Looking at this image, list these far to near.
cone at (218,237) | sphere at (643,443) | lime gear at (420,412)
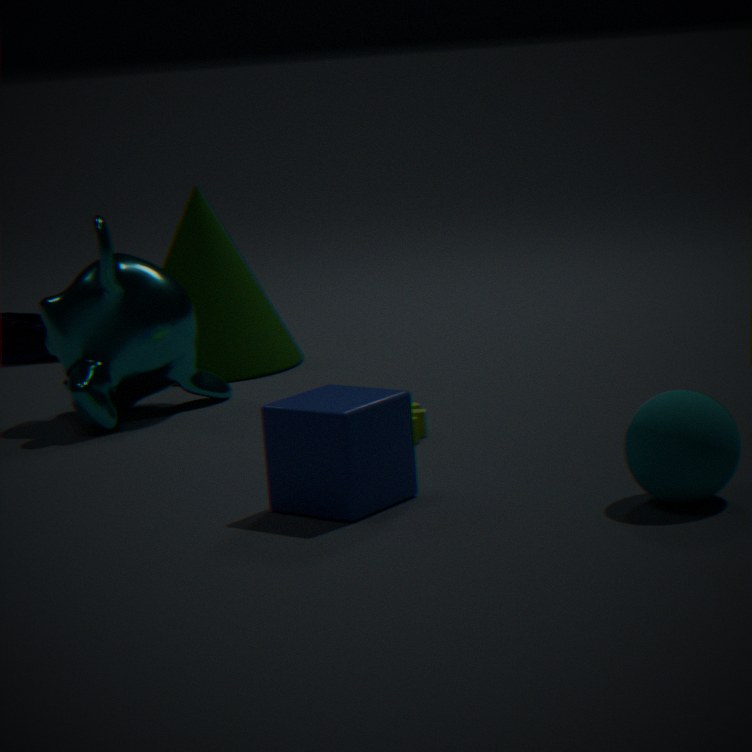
cone at (218,237) → lime gear at (420,412) → sphere at (643,443)
